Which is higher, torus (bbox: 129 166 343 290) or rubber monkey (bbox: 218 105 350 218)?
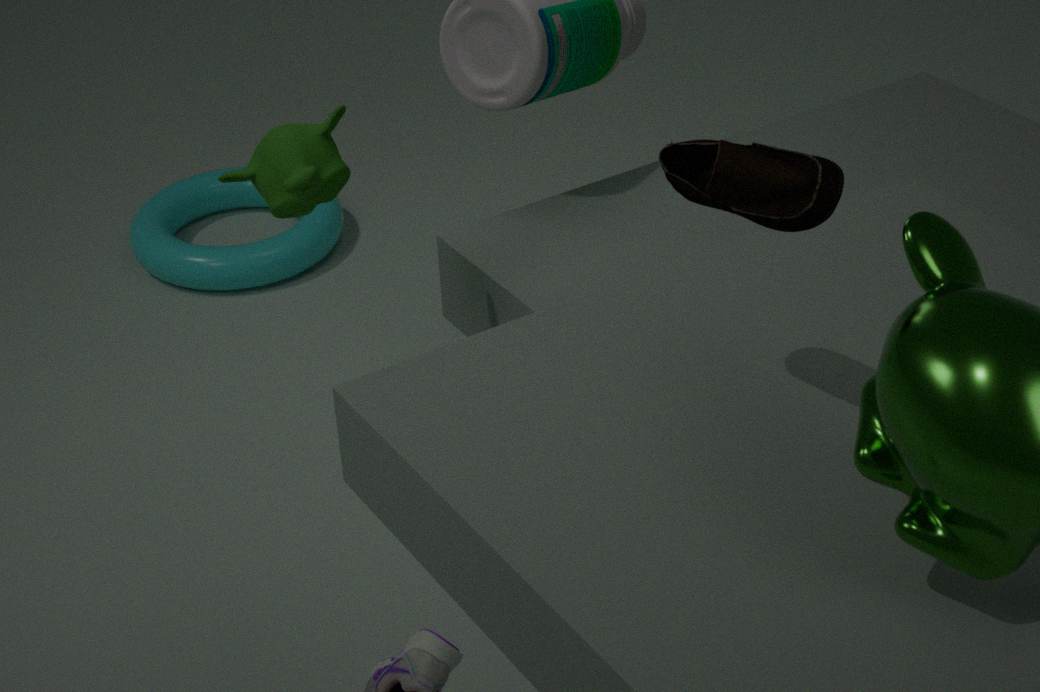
rubber monkey (bbox: 218 105 350 218)
